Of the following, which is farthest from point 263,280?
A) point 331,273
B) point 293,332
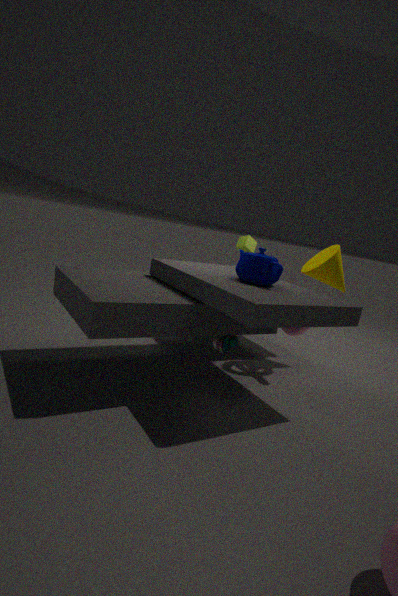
point 331,273
